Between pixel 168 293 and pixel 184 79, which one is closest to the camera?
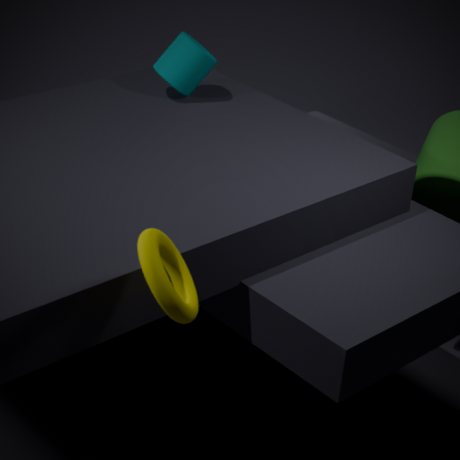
pixel 168 293
